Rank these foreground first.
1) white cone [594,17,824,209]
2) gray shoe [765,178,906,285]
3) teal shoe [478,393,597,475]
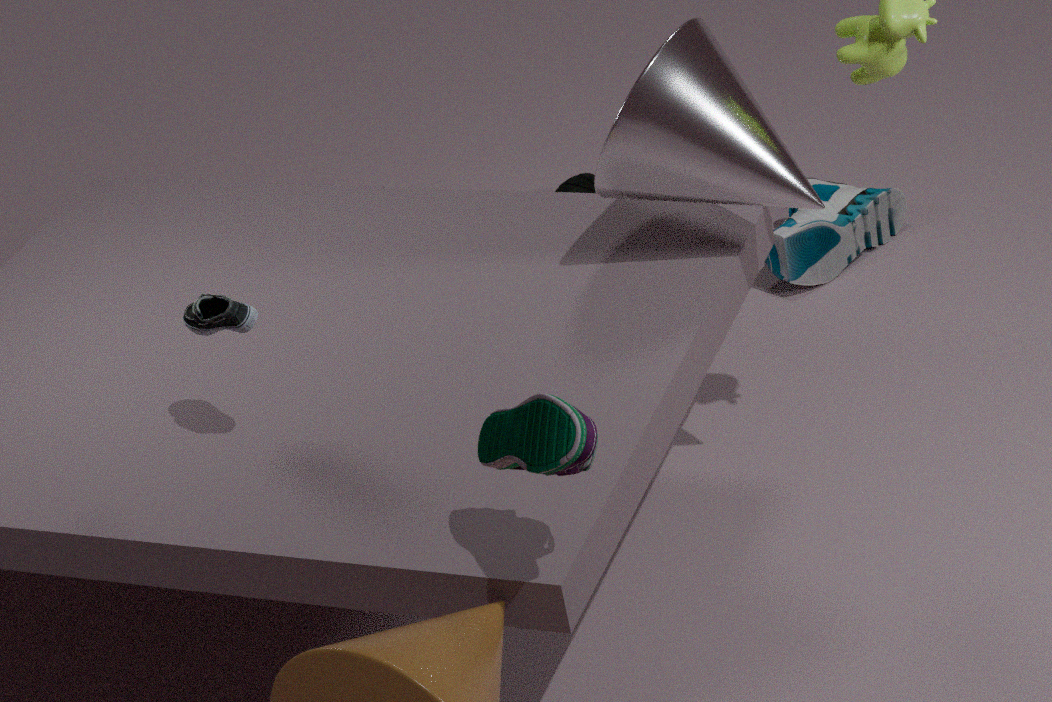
3. teal shoe [478,393,597,475] → 1. white cone [594,17,824,209] → 2. gray shoe [765,178,906,285]
